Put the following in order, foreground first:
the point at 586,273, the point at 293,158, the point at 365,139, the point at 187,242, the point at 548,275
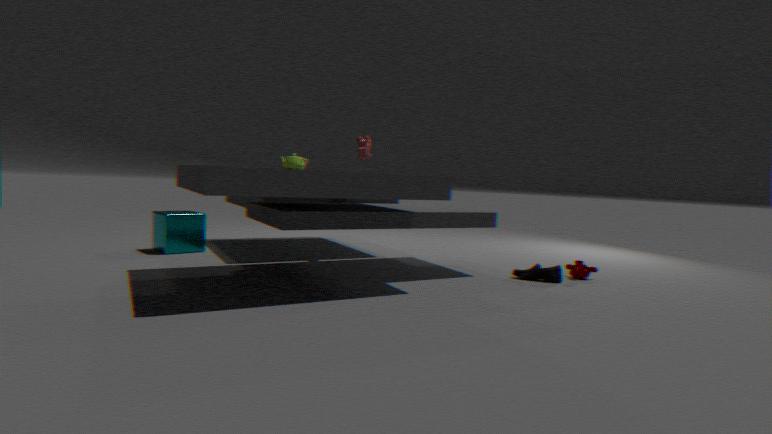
the point at 293,158, the point at 548,275, the point at 586,273, the point at 365,139, the point at 187,242
